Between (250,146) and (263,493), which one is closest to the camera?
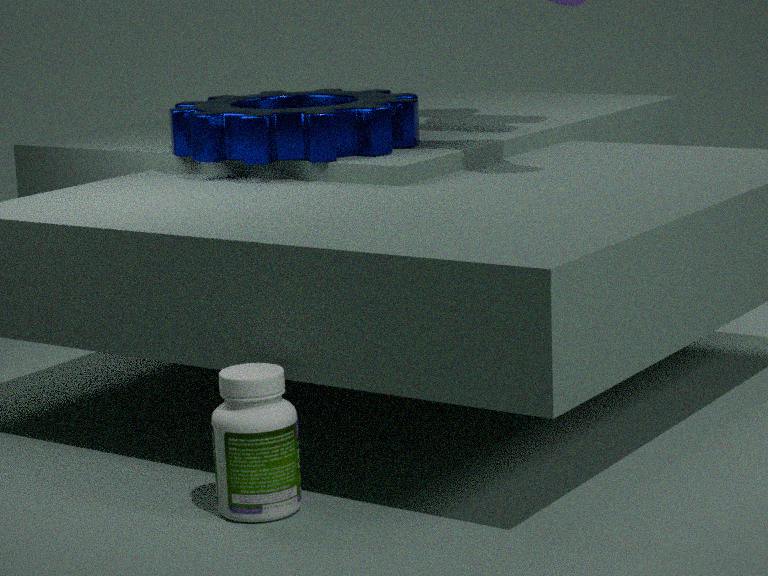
(263,493)
